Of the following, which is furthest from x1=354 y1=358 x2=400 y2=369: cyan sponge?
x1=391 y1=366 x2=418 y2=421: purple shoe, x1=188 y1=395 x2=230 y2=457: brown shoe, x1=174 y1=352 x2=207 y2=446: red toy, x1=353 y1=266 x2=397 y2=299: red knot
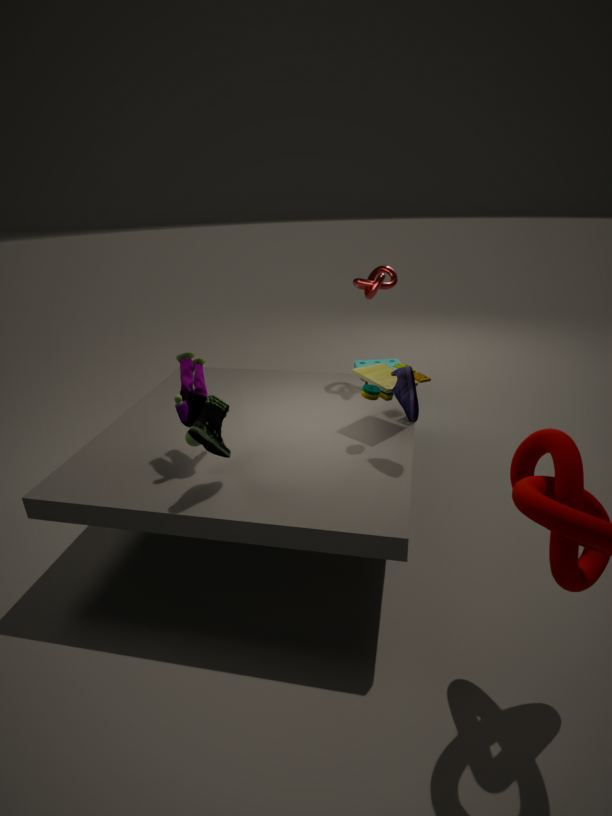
x1=188 y1=395 x2=230 y2=457: brown shoe
